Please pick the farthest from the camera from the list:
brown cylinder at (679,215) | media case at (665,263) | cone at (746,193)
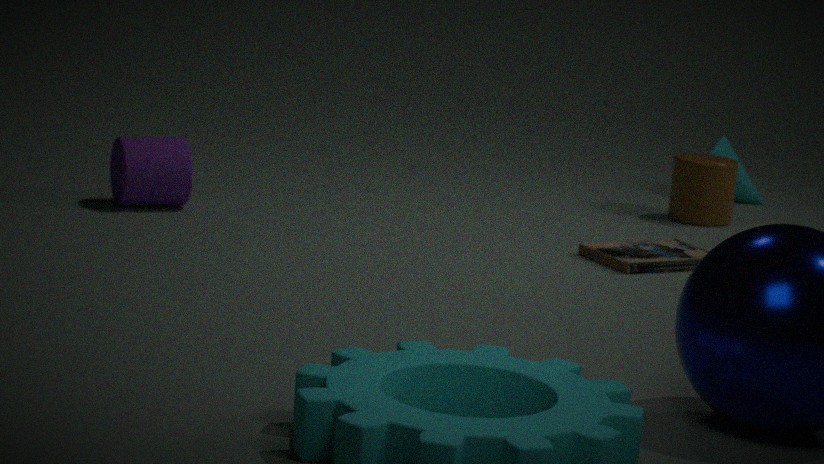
cone at (746,193)
